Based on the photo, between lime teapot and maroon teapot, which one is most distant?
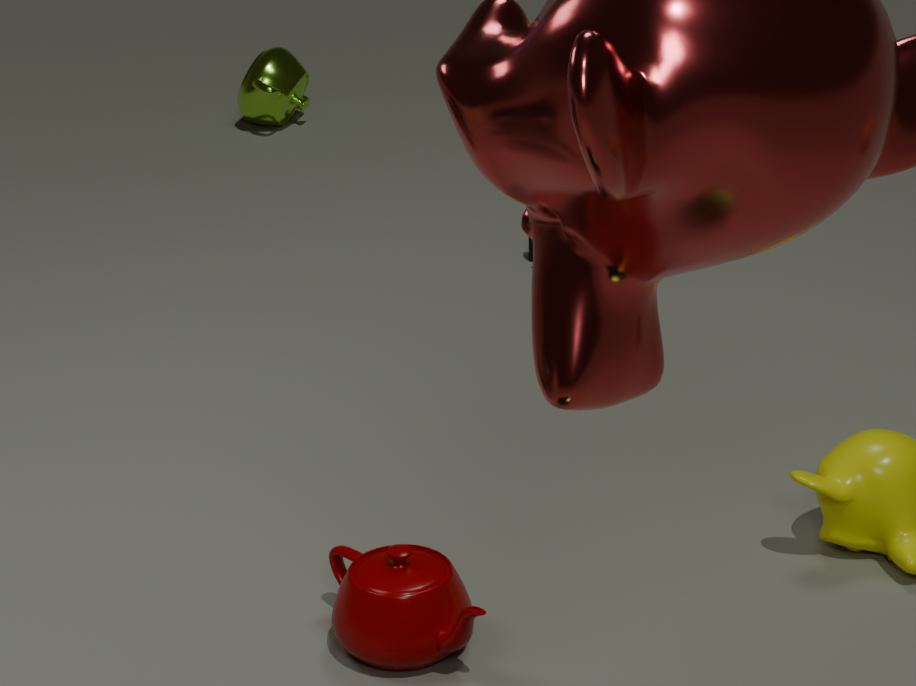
lime teapot
